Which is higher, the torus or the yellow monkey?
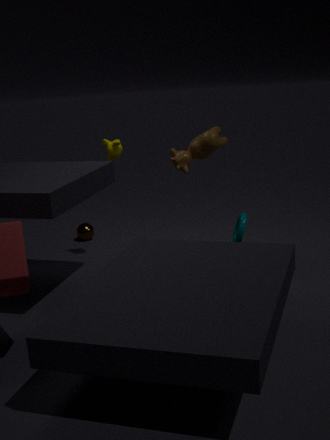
the yellow monkey
